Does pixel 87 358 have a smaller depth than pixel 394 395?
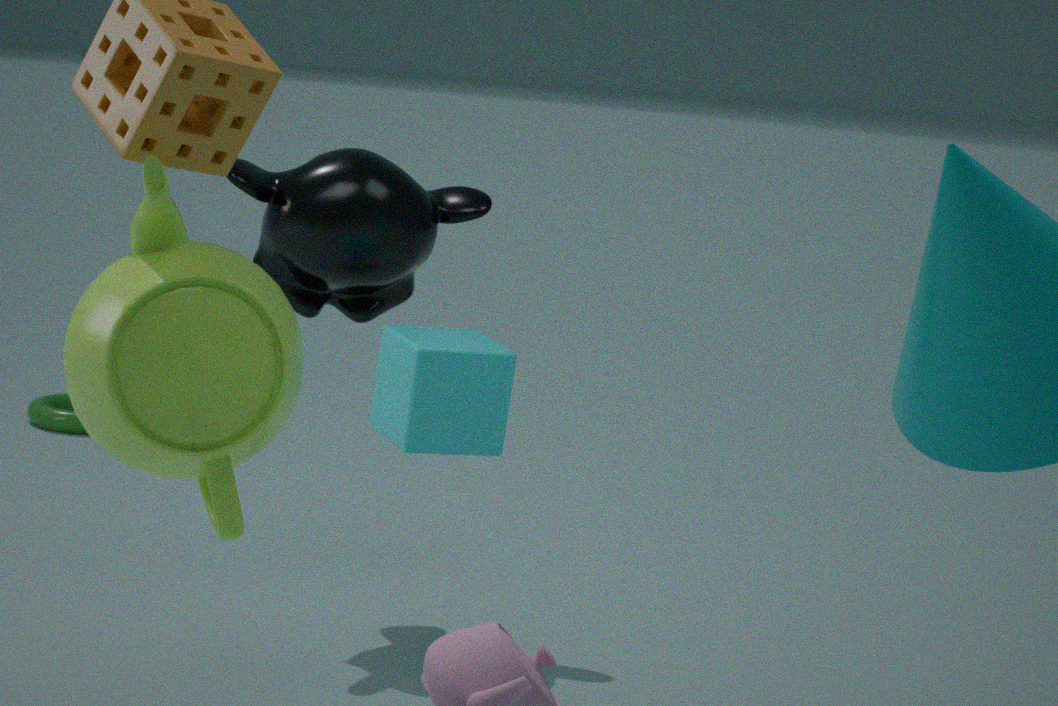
Yes
